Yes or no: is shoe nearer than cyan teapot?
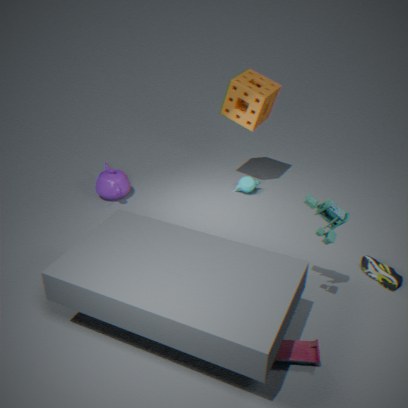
Yes
